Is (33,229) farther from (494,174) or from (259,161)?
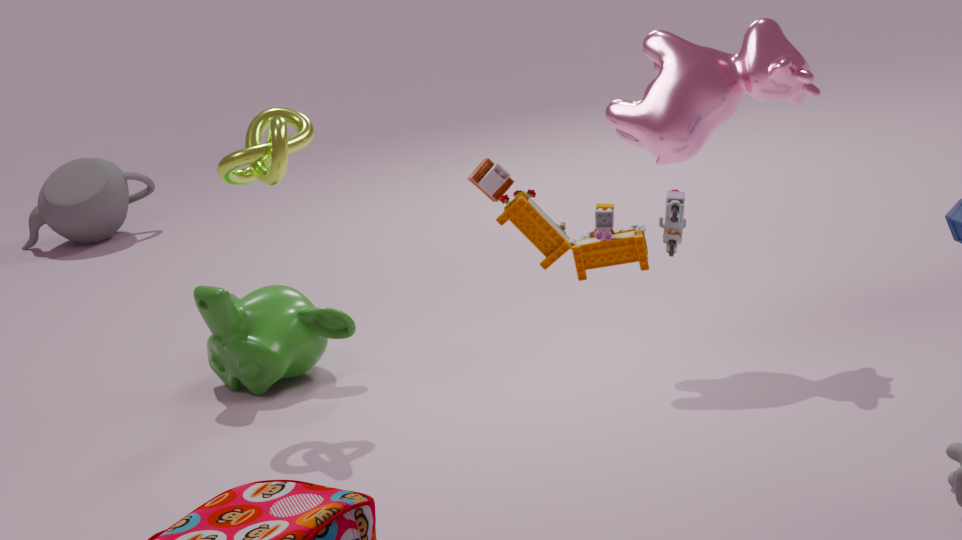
(494,174)
